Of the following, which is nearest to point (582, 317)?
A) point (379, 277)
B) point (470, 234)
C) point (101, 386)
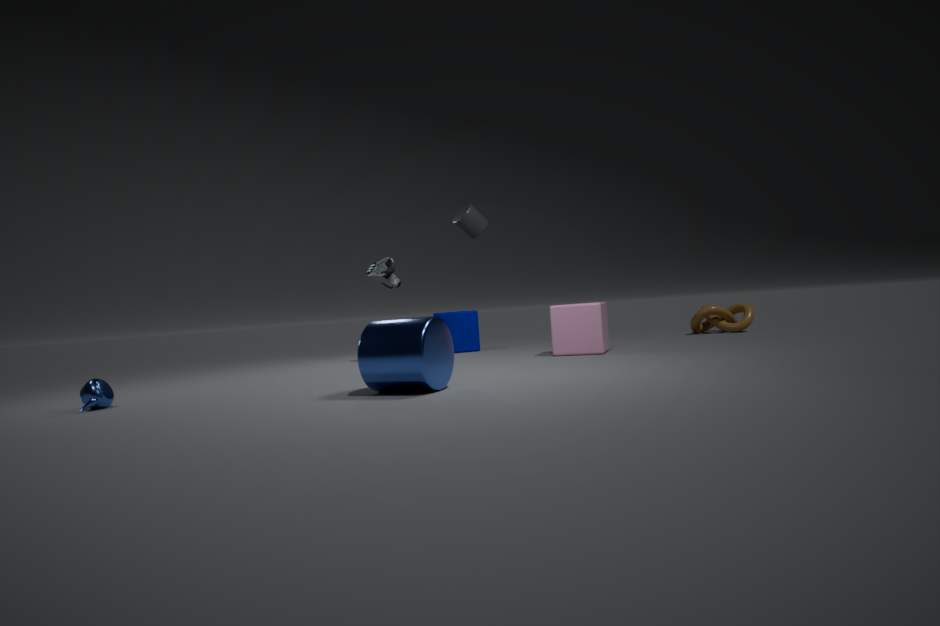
point (470, 234)
